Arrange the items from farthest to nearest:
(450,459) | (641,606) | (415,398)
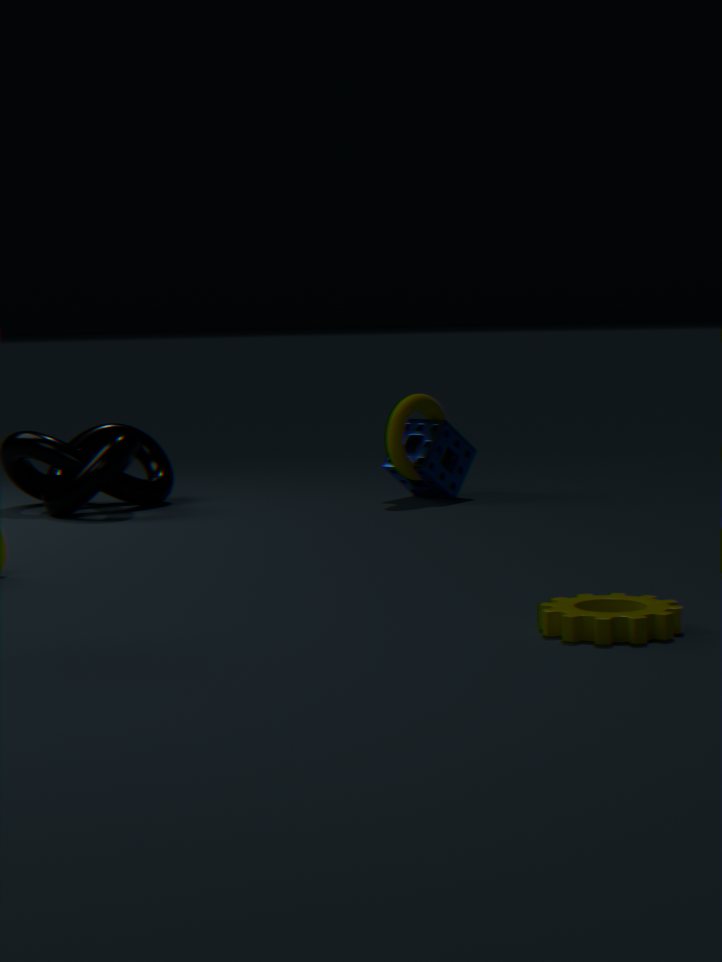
1. (450,459)
2. (415,398)
3. (641,606)
